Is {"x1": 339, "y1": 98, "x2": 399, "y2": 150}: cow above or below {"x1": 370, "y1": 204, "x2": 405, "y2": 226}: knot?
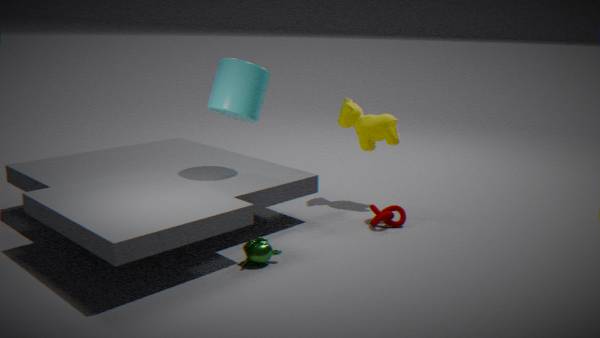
above
